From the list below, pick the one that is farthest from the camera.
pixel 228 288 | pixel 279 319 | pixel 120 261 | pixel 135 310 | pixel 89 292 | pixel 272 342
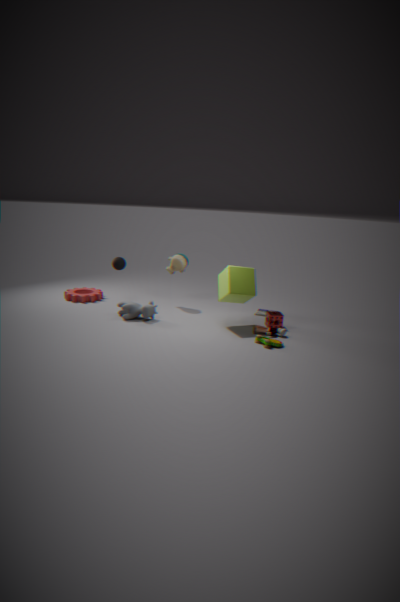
pixel 89 292
